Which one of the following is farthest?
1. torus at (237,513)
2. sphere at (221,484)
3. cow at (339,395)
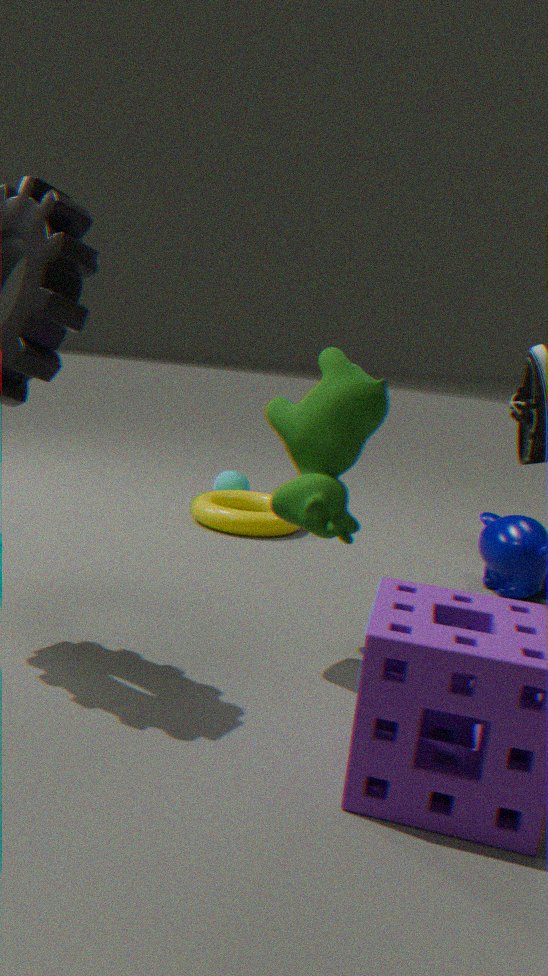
sphere at (221,484)
